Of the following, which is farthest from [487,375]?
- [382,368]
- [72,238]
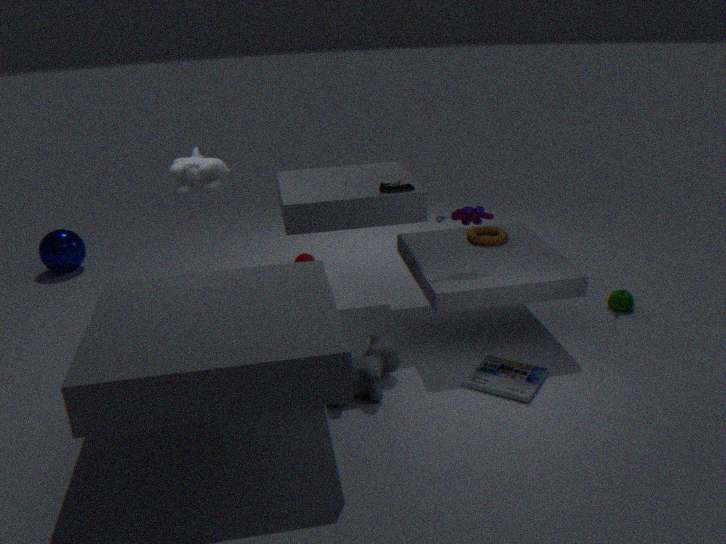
[72,238]
